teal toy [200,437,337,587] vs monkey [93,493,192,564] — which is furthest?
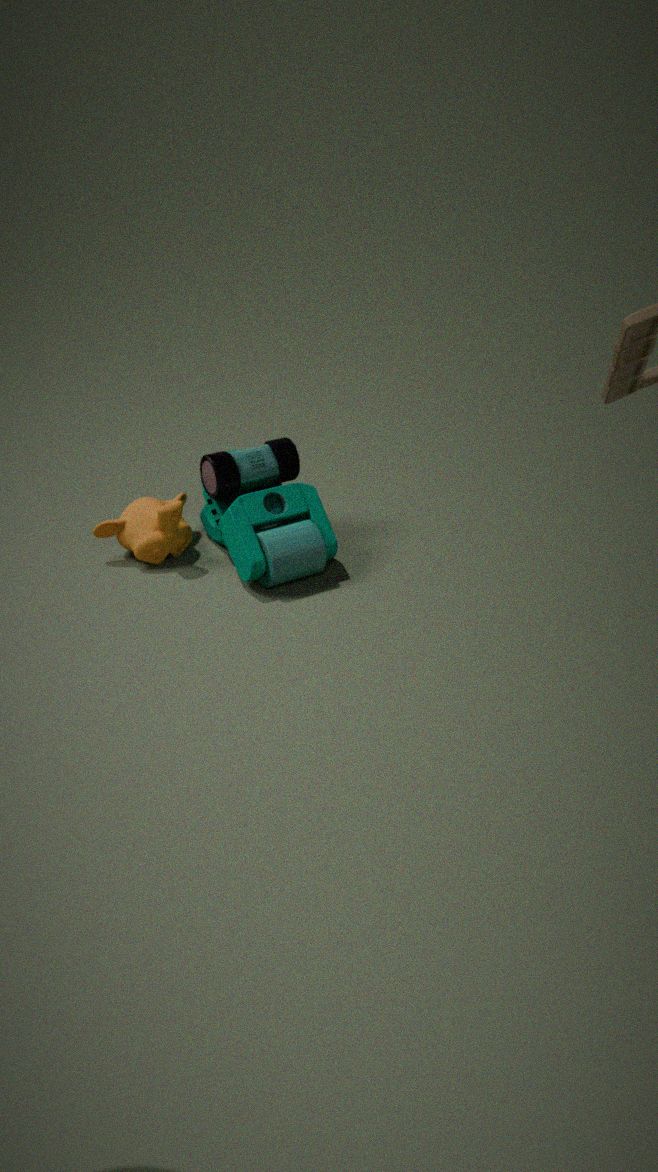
monkey [93,493,192,564]
